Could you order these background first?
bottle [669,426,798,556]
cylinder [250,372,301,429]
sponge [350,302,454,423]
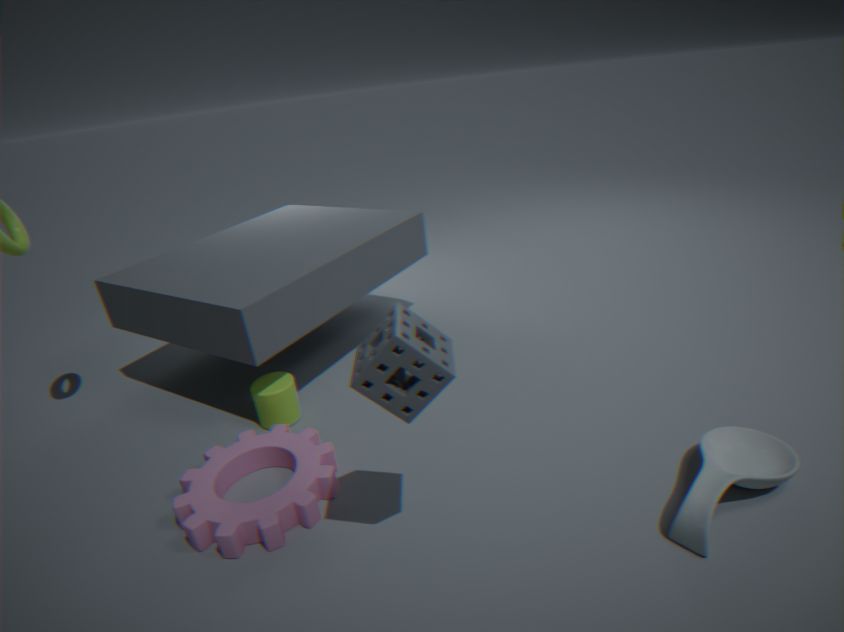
cylinder [250,372,301,429] → bottle [669,426,798,556] → sponge [350,302,454,423]
